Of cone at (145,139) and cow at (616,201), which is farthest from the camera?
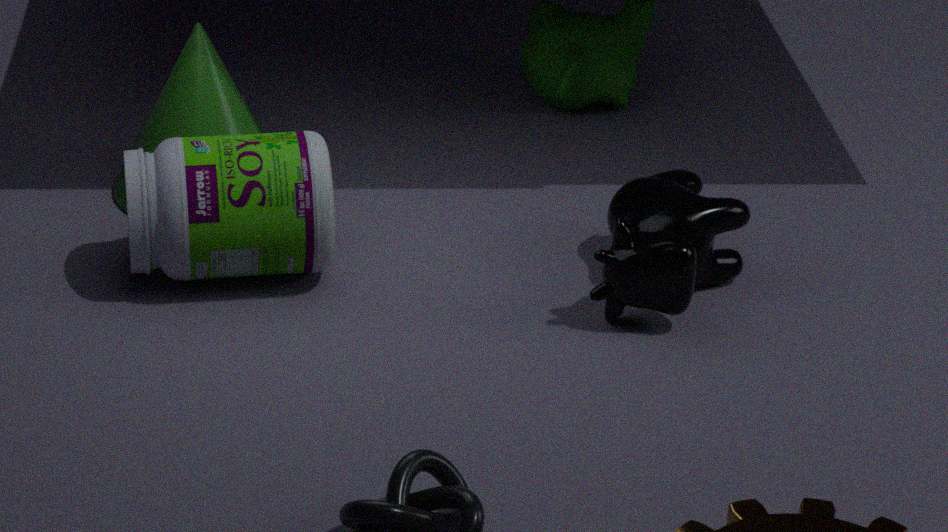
cone at (145,139)
